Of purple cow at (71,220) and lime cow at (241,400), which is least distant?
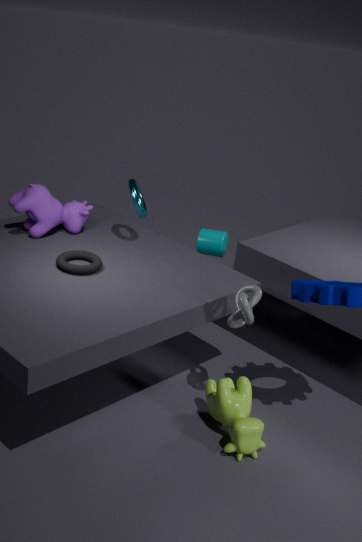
lime cow at (241,400)
